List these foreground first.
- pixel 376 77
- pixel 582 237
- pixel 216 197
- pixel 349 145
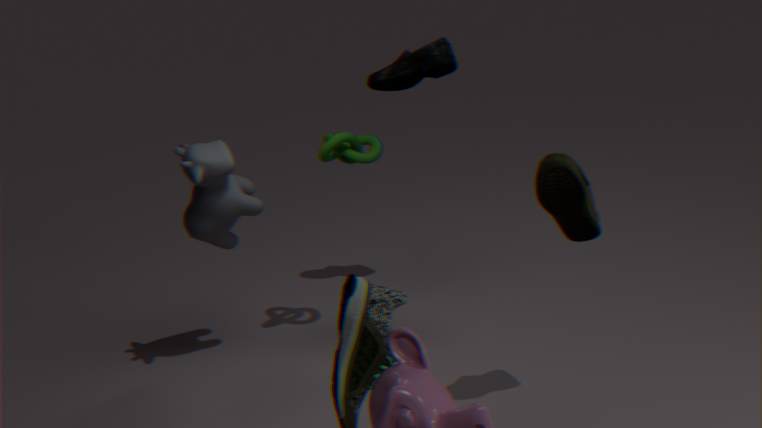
pixel 582 237
pixel 216 197
pixel 349 145
pixel 376 77
